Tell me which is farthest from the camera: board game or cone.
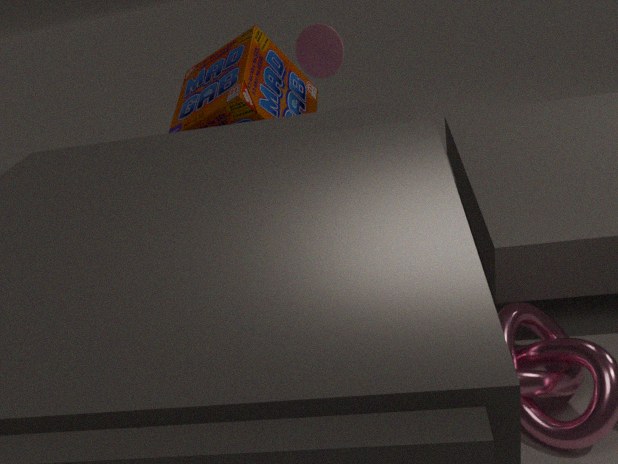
cone
